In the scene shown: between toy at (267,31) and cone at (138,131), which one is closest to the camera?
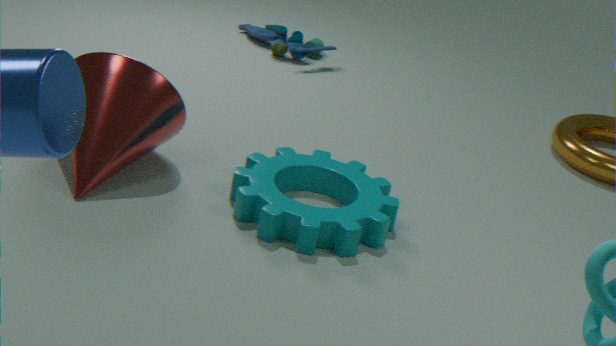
cone at (138,131)
